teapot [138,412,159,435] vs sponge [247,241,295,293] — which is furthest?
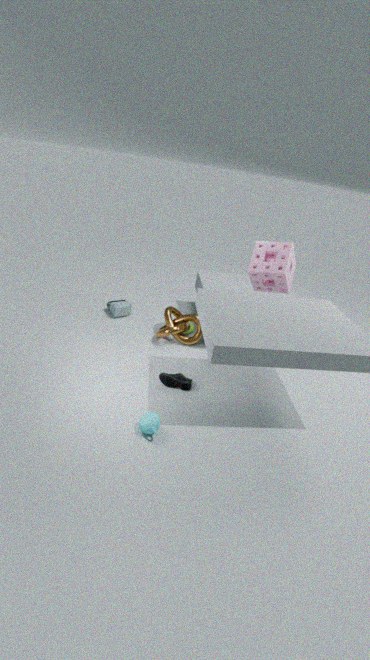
sponge [247,241,295,293]
